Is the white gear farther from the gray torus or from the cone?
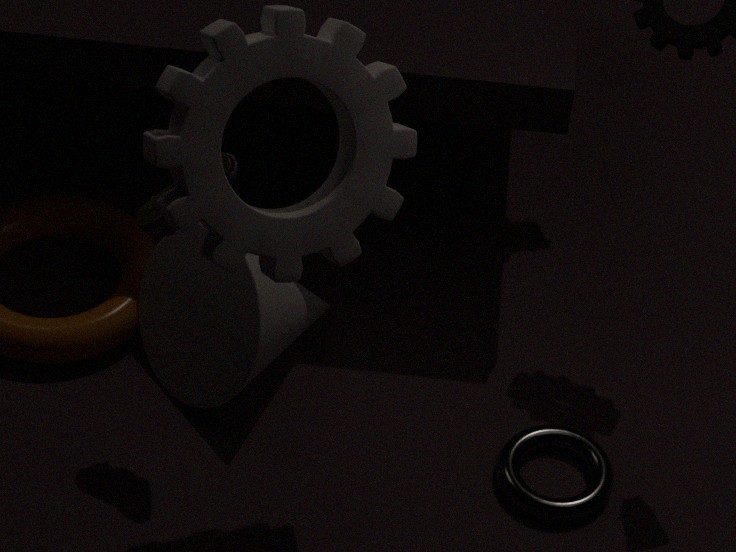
the gray torus
